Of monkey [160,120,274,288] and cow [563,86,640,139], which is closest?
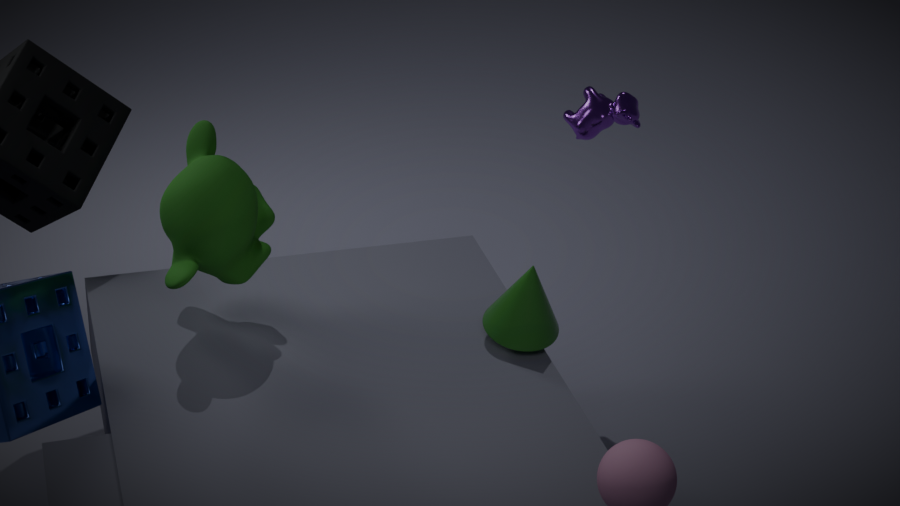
monkey [160,120,274,288]
